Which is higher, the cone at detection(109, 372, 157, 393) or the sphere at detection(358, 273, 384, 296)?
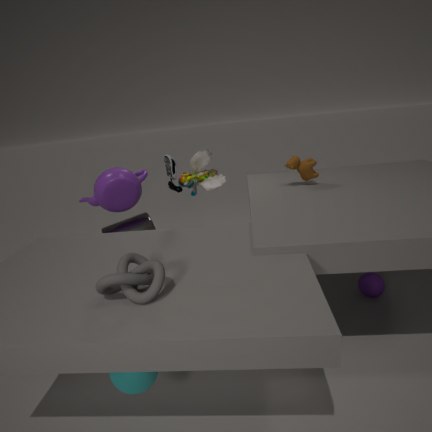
the cone at detection(109, 372, 157, 393)
